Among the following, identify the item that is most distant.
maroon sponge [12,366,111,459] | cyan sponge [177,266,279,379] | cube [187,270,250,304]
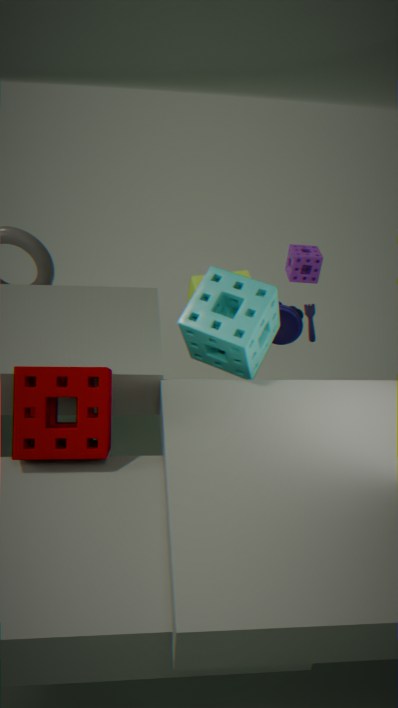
cube [187,270,250,304]
